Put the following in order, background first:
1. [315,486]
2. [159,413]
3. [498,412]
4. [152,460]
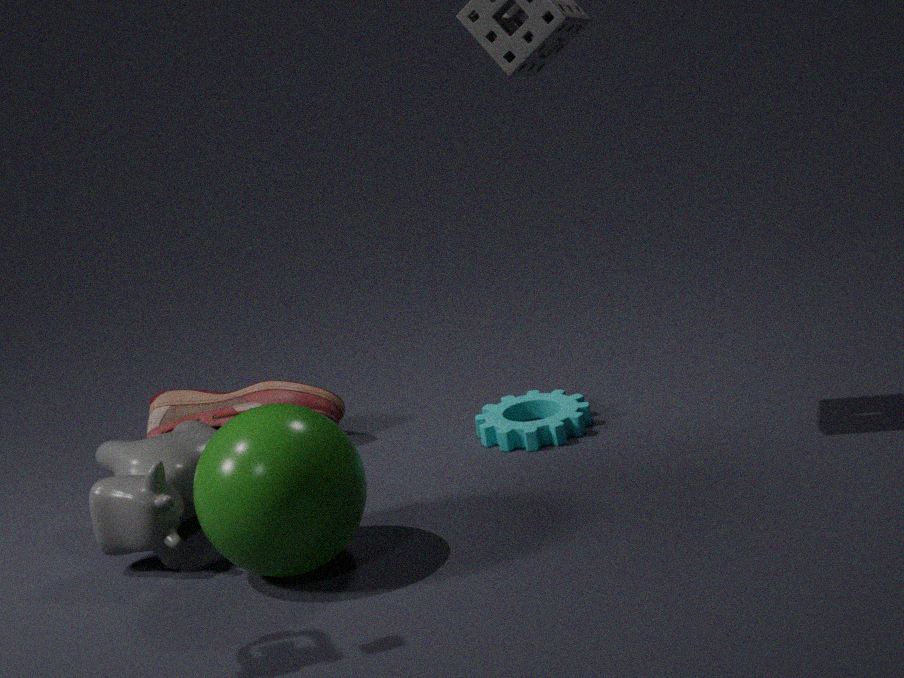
1. [159,413]
2. [498,412]
3. [152,460]
4. [315,486]
